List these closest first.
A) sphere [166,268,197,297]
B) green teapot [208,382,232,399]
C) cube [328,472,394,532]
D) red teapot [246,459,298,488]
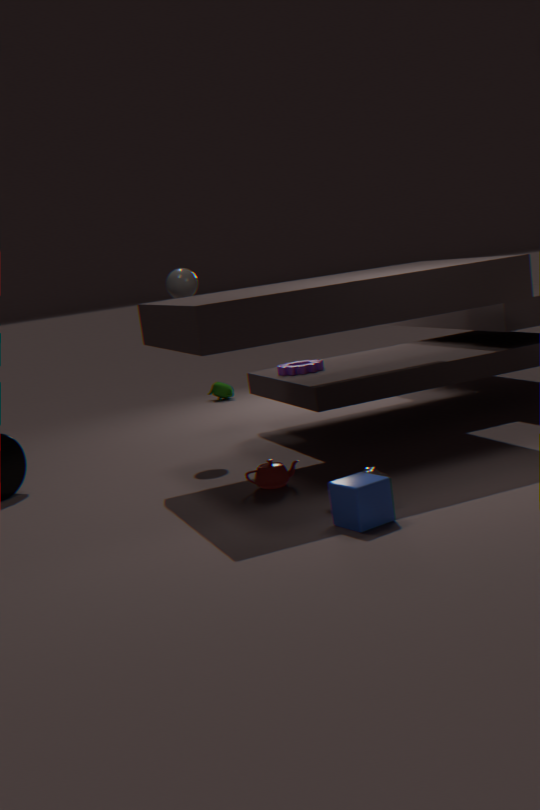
cube [328,472,394,532]
red teapot [246,459,298,488]
sphere [166,268,197,297]
green teapot [208,382,232,399]
